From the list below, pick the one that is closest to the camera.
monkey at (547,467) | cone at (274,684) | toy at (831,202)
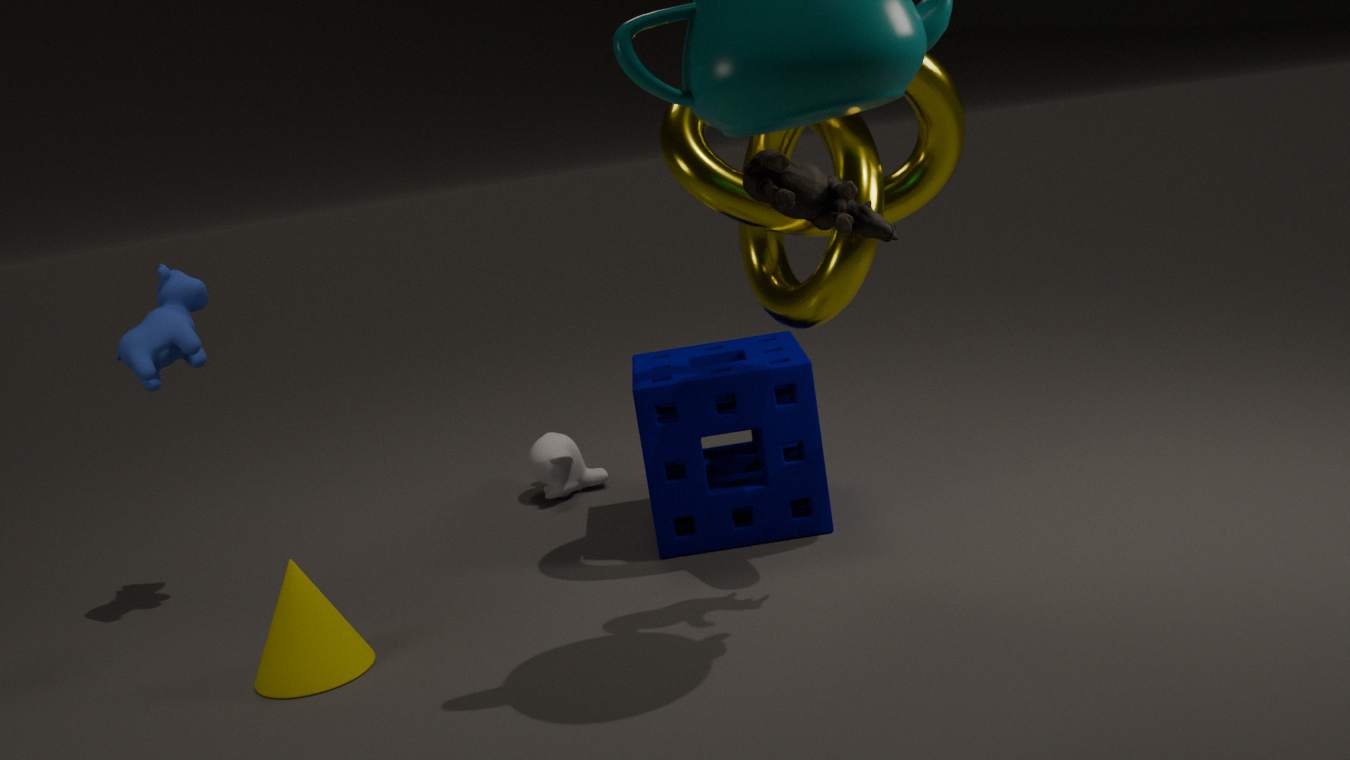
toy at (831,202)
